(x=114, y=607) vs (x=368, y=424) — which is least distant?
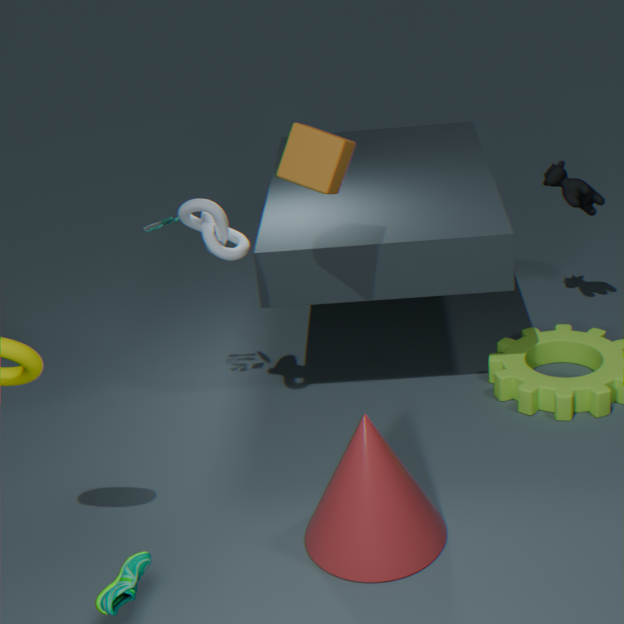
(x=114, y=607)
